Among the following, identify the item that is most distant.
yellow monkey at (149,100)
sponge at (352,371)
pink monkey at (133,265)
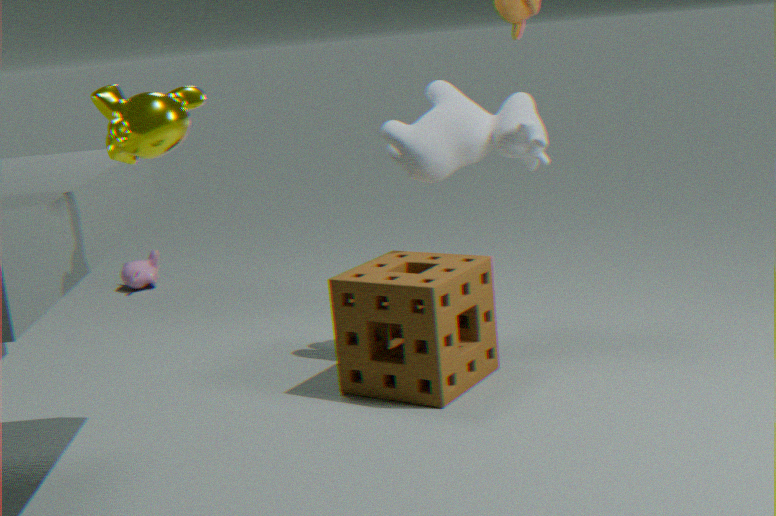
pink monkey at (133,265)
